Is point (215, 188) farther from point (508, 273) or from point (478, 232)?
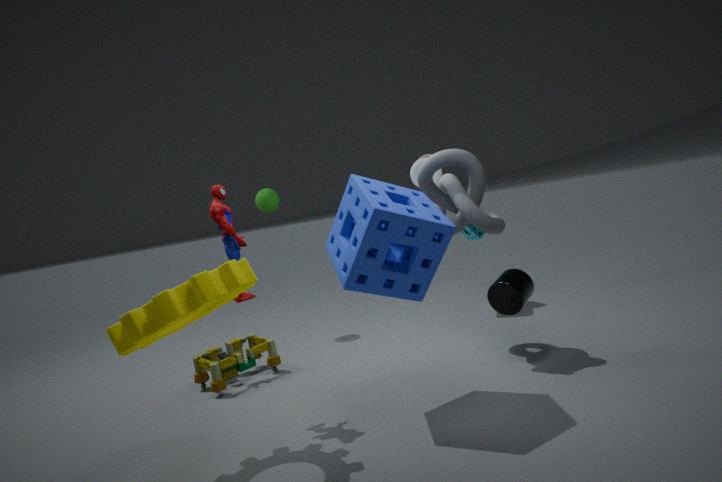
point (478, 232)
